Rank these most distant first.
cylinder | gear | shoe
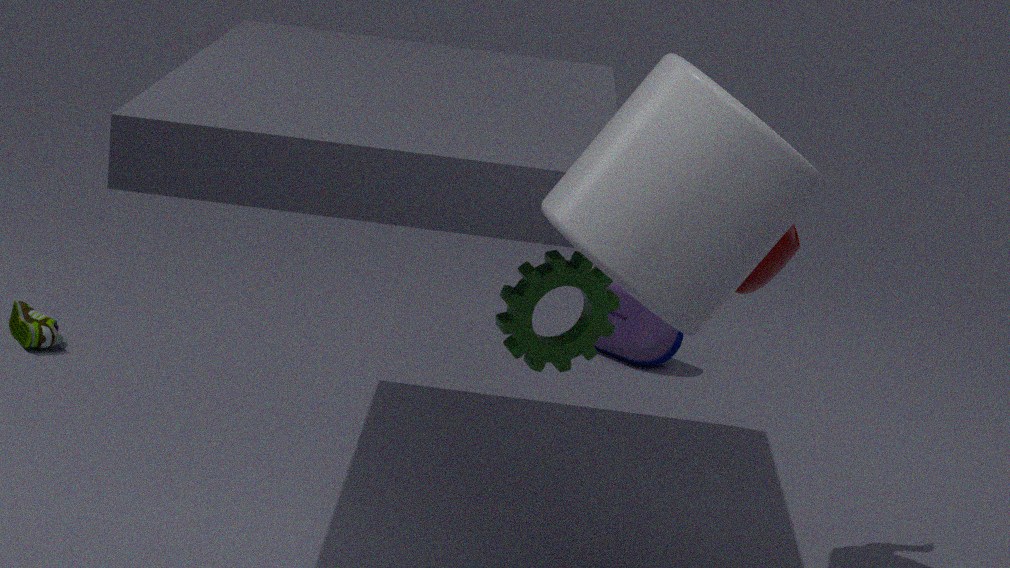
shoe → gear → cylinder
